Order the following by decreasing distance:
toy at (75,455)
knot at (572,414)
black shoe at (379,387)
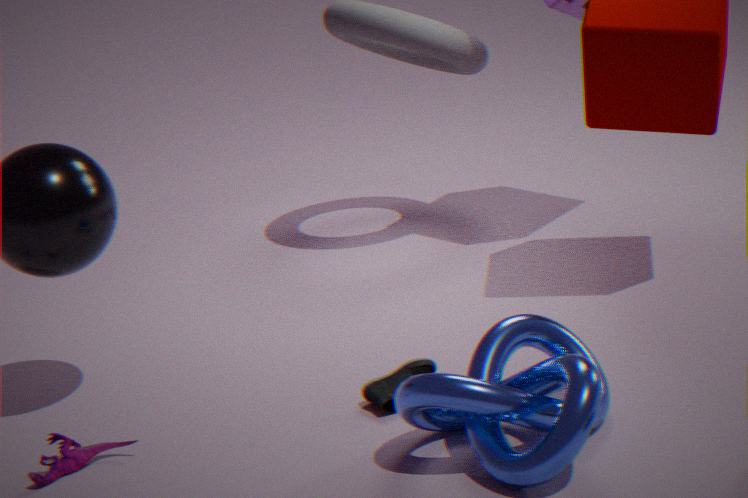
1. black shoe at (379,387)
2. toy at (75,455)
3. knot at (572,414)
